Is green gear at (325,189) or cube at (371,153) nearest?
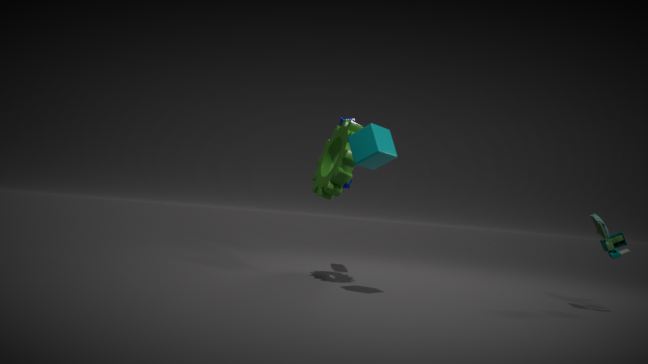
cube at (371,153)
